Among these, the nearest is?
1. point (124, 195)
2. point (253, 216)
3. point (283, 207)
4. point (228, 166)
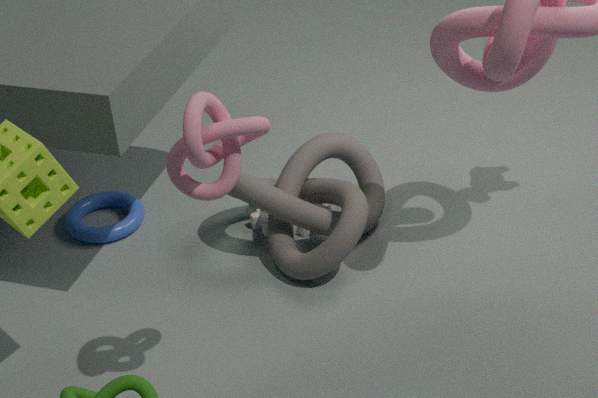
point (228, 166)
